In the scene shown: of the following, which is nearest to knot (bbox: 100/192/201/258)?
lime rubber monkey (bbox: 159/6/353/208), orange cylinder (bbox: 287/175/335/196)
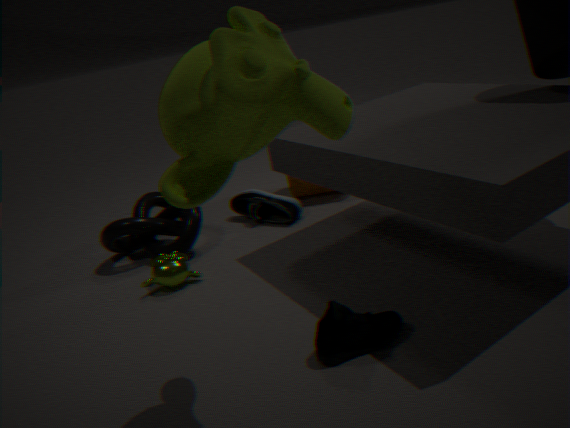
orange cylinder (bbox: 287/175/335/196)
